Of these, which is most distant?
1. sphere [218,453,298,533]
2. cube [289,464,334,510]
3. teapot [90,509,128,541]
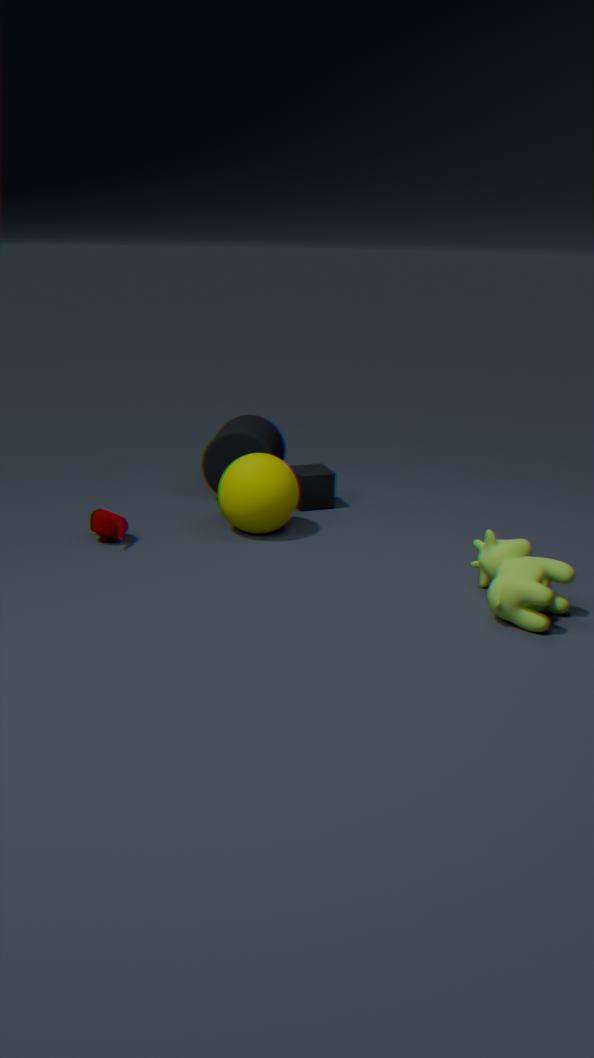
cube [289,464,334,510]
